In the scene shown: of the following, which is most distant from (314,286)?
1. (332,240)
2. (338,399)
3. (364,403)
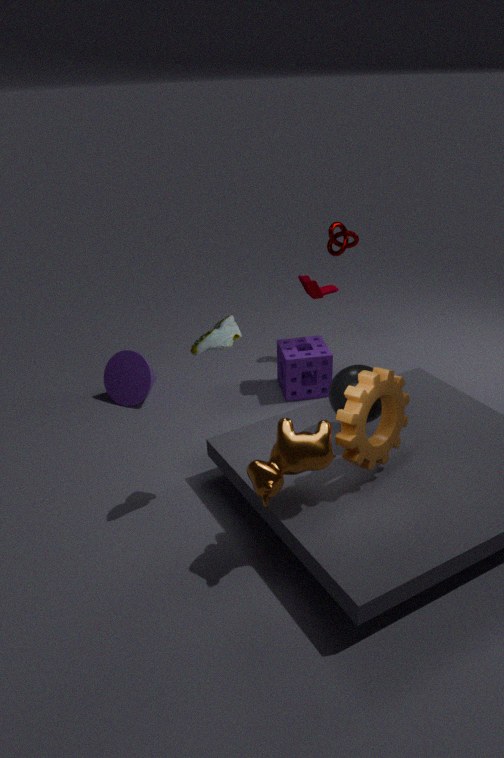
(364,403)
